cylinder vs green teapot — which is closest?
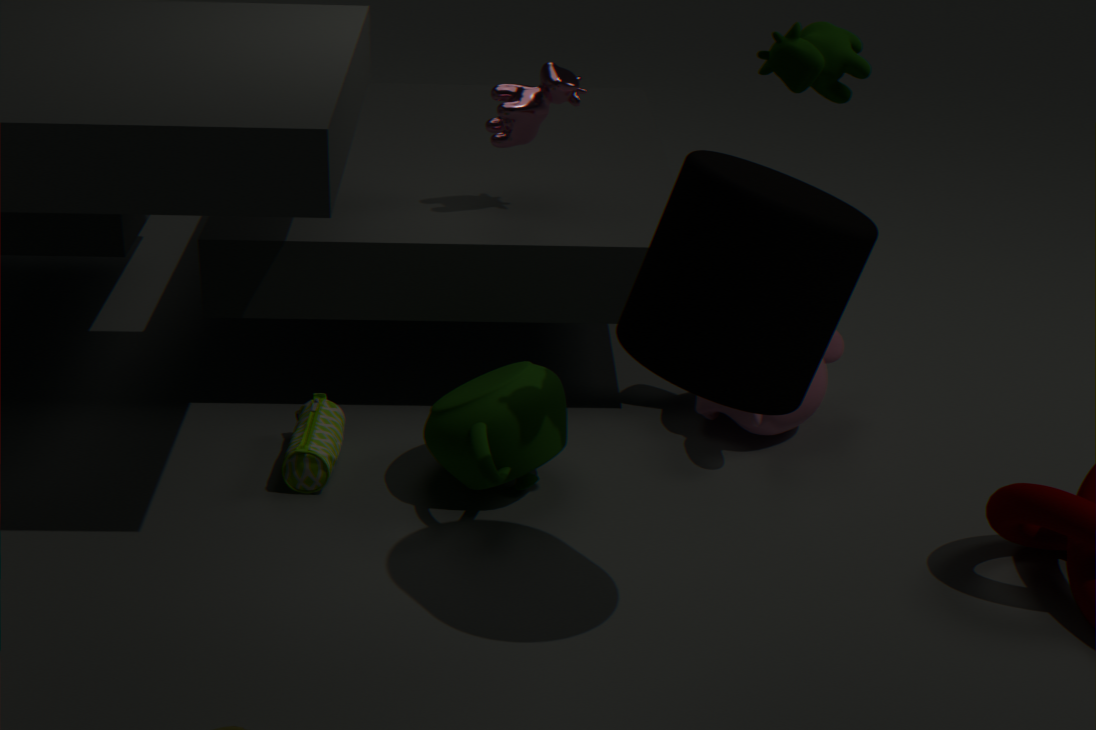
cylinder
